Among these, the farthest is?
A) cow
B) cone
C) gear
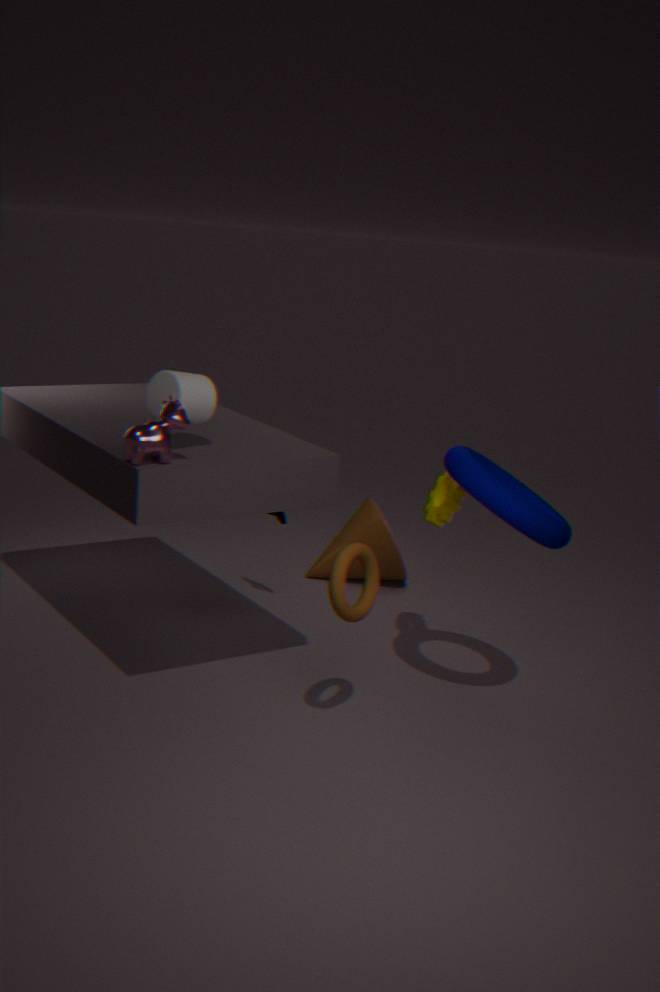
cone
